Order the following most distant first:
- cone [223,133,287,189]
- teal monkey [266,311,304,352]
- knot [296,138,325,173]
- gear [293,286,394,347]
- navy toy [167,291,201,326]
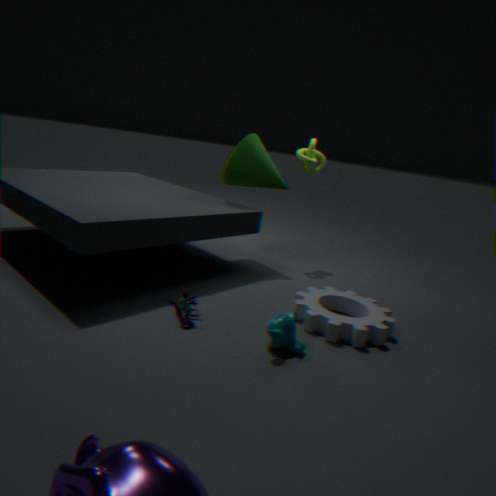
1. knot [296,138,325,173]
2. cone [223,133,287,189]
3. gear [293,286,394,347]
4. navy toy [167,291,201,326]
5. teal monkey [266,311,304,352]
